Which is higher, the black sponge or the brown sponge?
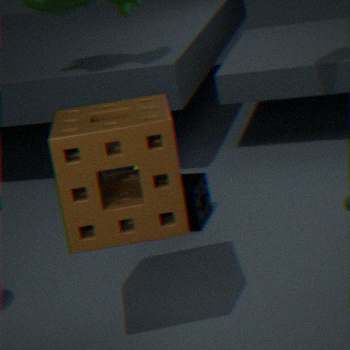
the brown sponge
